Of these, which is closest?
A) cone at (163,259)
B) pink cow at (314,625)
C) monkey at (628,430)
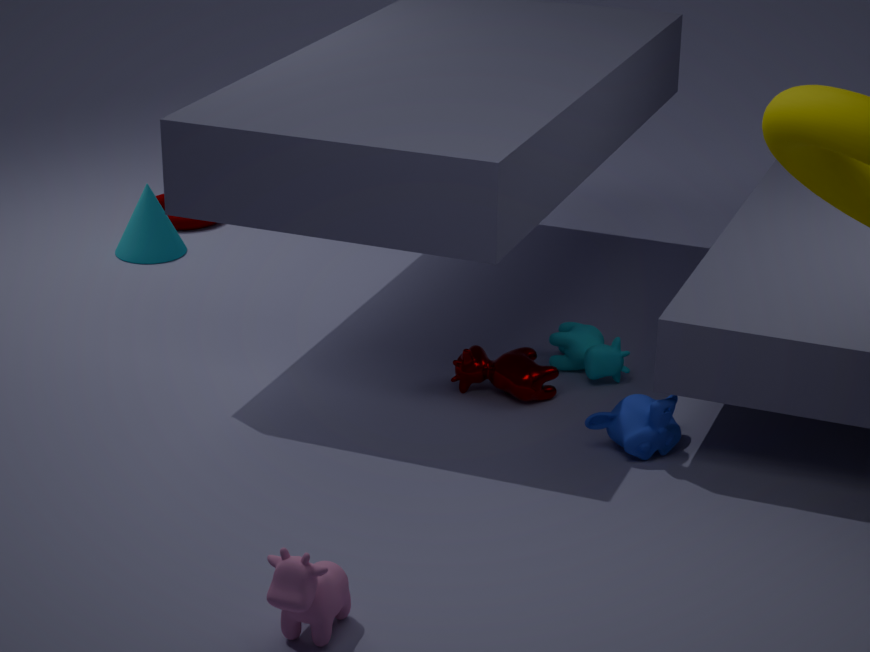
pink cow at (314,625)
